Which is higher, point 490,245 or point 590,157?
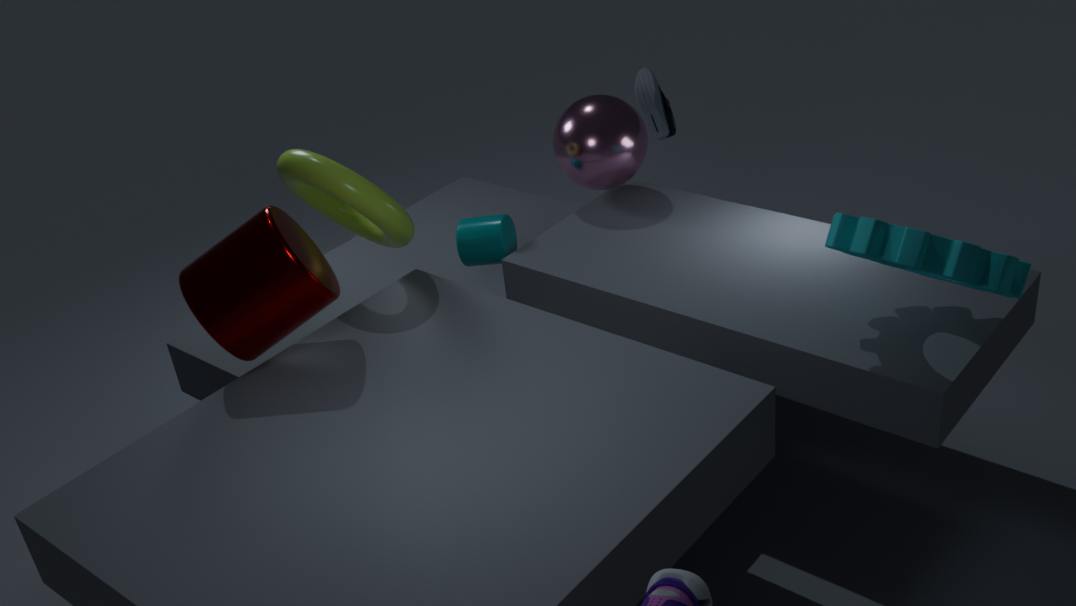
point 590,157
